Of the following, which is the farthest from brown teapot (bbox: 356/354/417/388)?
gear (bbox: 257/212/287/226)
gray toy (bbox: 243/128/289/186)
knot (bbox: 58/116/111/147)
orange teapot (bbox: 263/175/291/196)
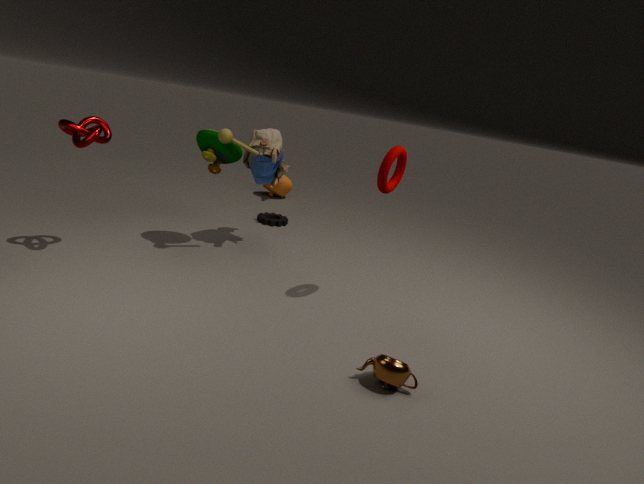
orange teapot (bbox: 263/175/291/196)
